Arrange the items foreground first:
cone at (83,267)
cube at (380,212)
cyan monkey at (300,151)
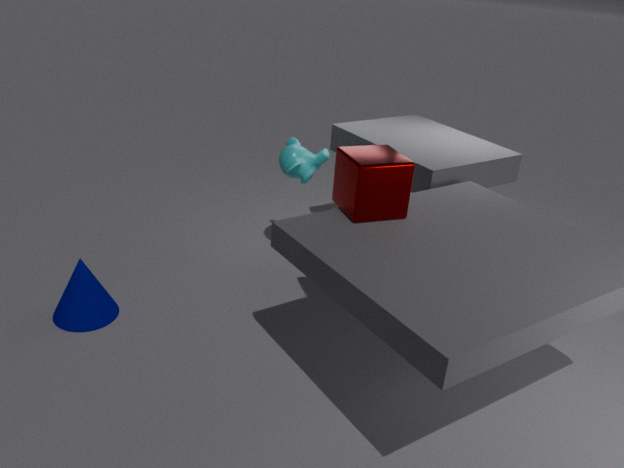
cube at (380,212), cone at (83,267), cyan monkey at (300,151)
